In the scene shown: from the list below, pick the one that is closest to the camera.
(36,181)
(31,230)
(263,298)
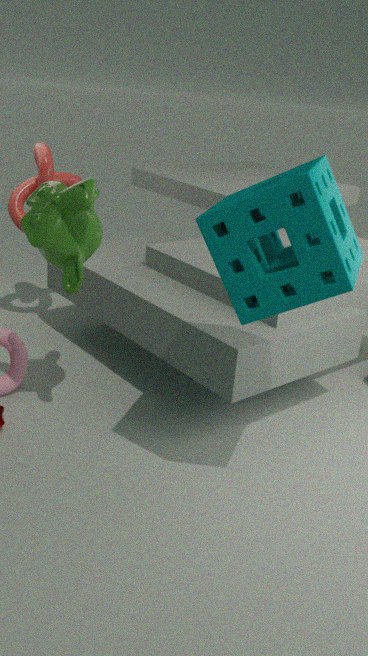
(263,298)
